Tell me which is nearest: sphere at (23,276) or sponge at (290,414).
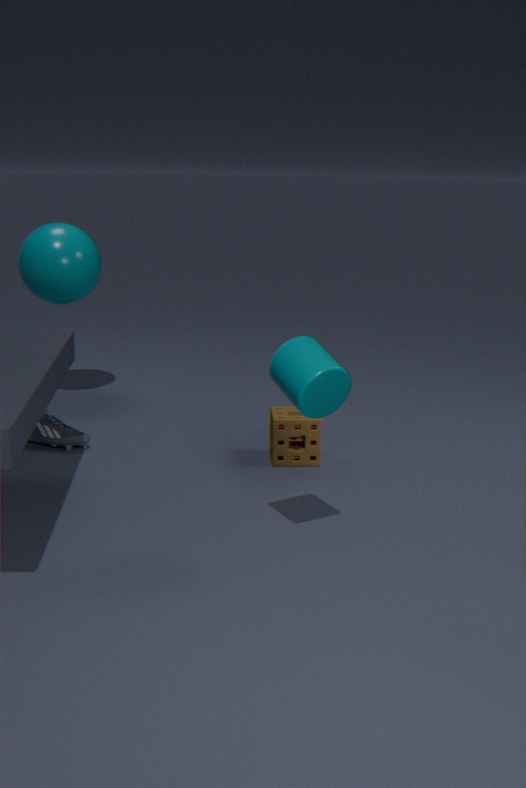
sponge at (290,414)
